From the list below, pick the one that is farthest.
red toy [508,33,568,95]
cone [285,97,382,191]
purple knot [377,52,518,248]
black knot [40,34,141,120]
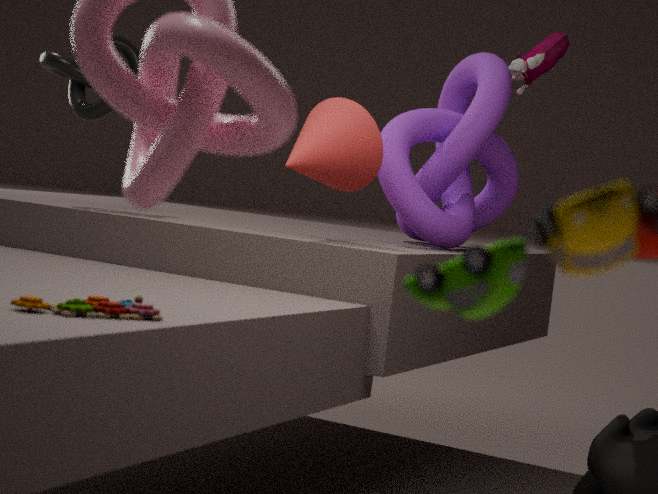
red toy [508,33,568,95]
